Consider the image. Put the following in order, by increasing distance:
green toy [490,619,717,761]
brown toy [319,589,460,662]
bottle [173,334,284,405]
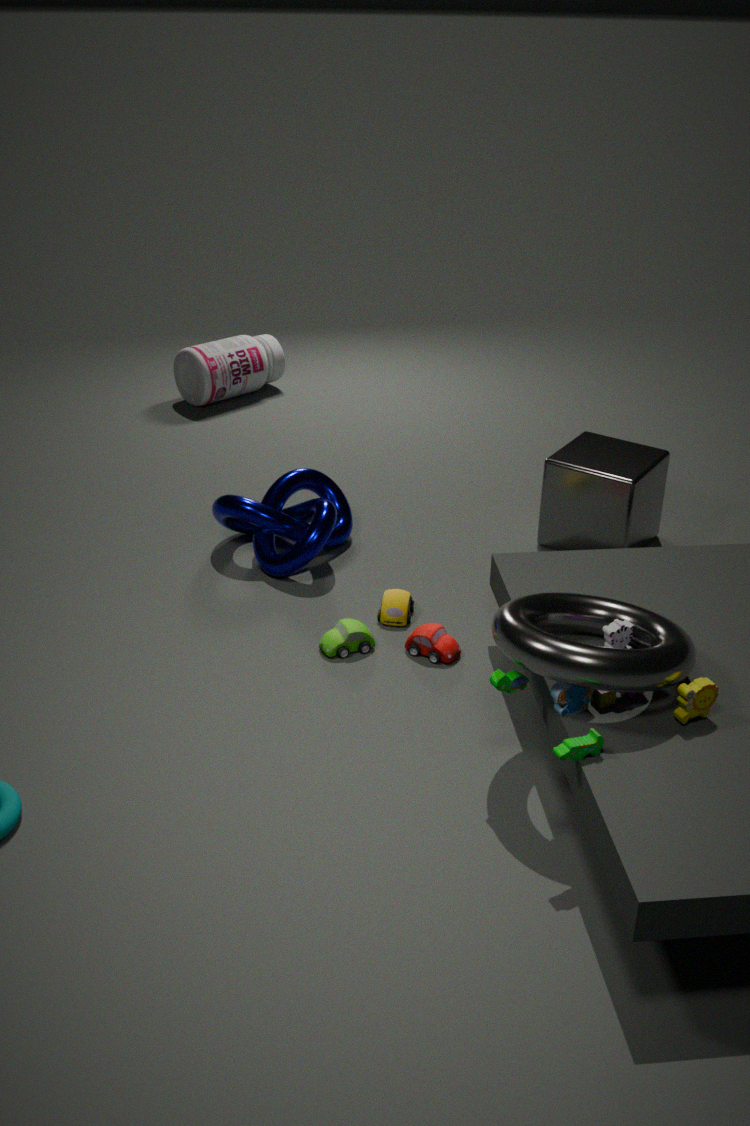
green toy [490,619,717,761] < brown toy [319,589,460,662] < bottle [173,334,284,405]
